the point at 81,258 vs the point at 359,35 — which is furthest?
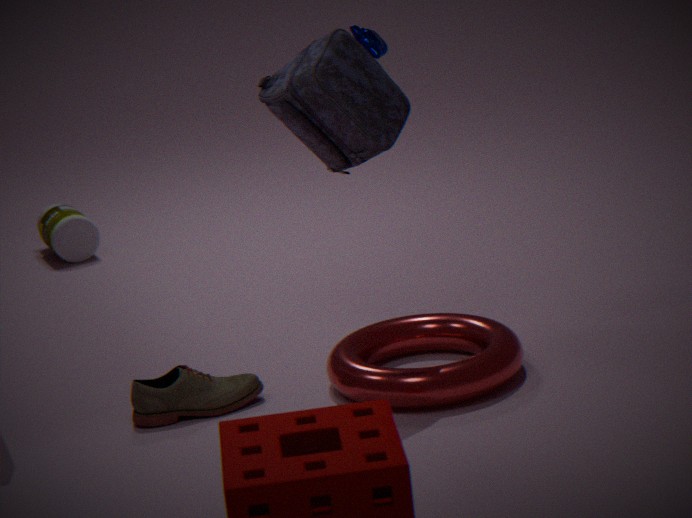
the point at 81,258
